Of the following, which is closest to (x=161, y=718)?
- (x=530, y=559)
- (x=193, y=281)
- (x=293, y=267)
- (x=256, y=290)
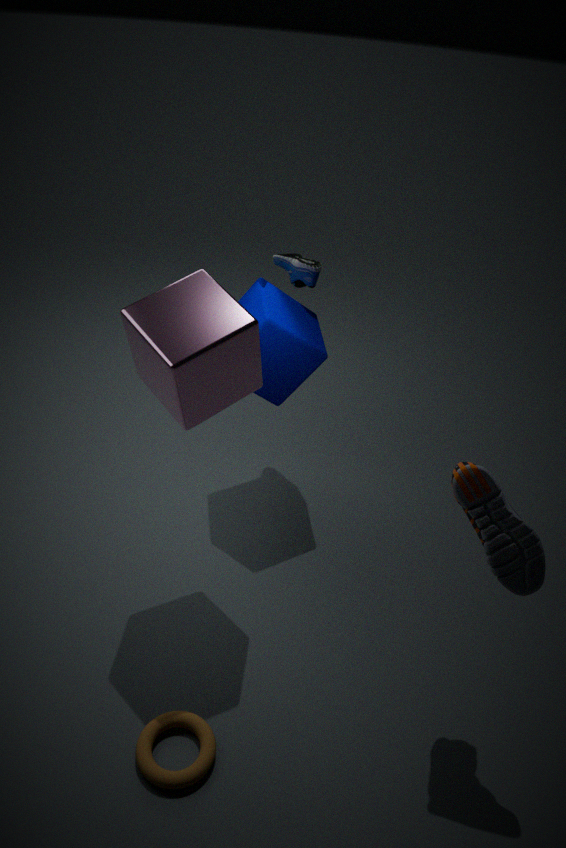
(x=530, y=559)
